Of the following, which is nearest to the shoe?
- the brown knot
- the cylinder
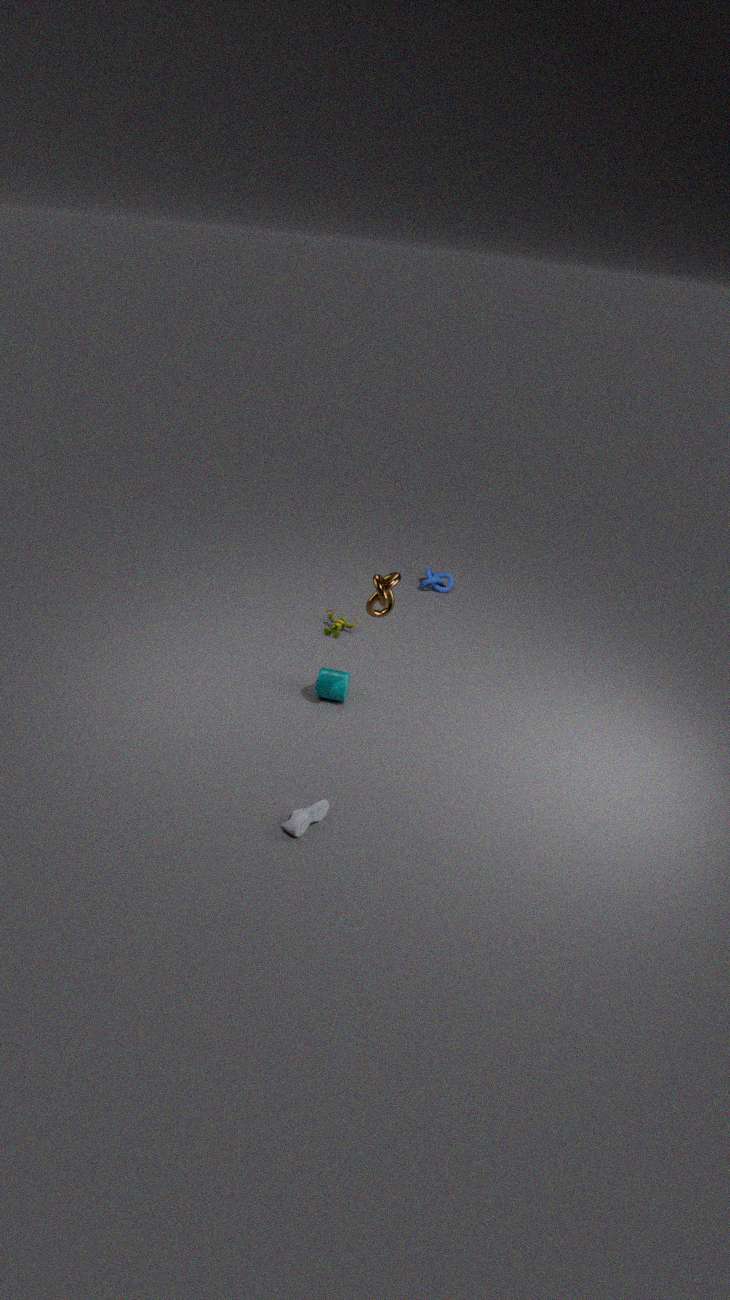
the cylinder
